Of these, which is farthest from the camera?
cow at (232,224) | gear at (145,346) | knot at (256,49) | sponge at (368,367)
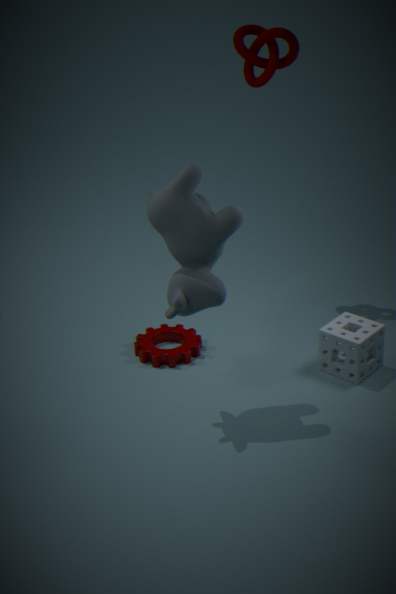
knot at (256,49)
